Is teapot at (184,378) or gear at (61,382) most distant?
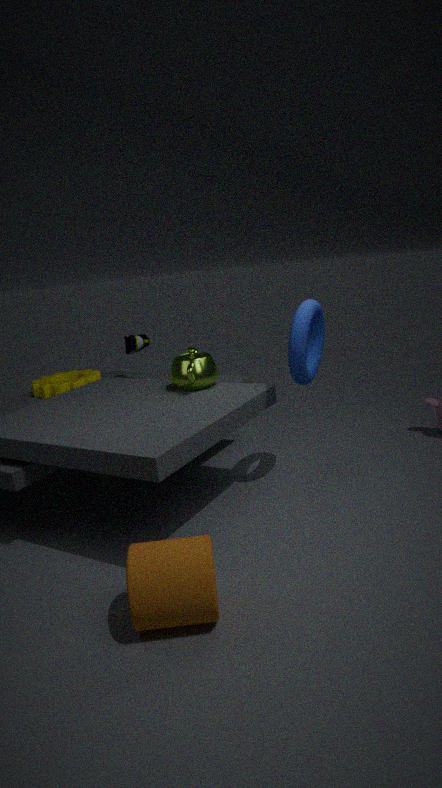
gear at (61,382)
